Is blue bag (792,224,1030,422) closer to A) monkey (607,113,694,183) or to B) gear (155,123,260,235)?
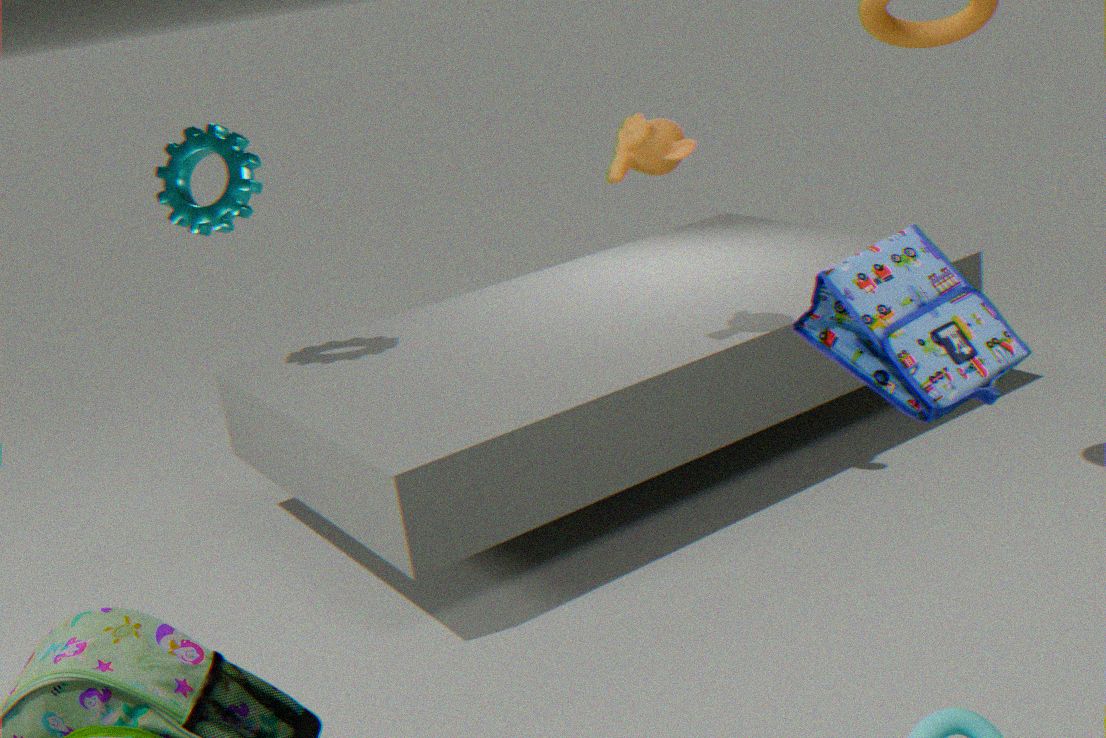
A) monkey (607,113,694,183)
